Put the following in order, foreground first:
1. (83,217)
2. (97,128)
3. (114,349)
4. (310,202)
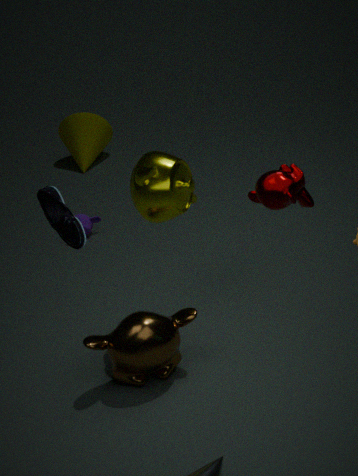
1. (310,202)
2. (114,349)
3. (83,217)
4. (97,128)
